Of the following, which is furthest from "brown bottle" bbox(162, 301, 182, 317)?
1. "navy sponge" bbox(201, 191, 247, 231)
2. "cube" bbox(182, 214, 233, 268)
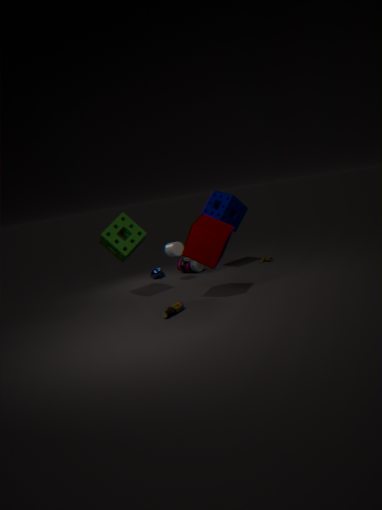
"navy sponge" bbox(201, 191, 247, 231)
